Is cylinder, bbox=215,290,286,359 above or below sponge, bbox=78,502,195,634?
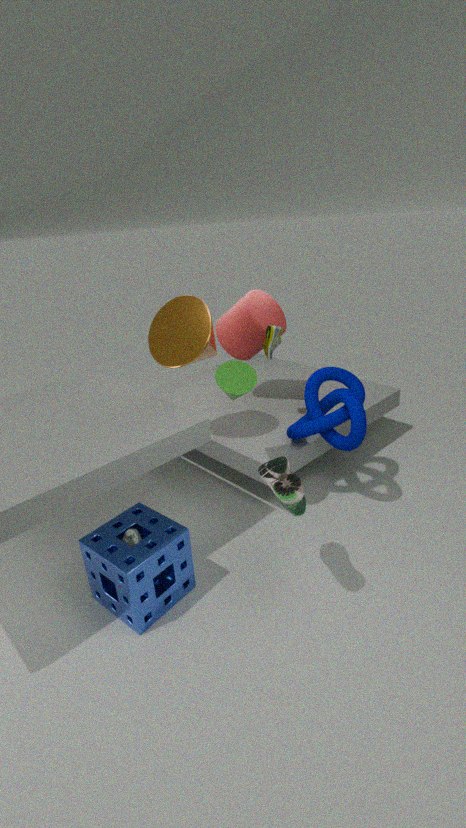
above
